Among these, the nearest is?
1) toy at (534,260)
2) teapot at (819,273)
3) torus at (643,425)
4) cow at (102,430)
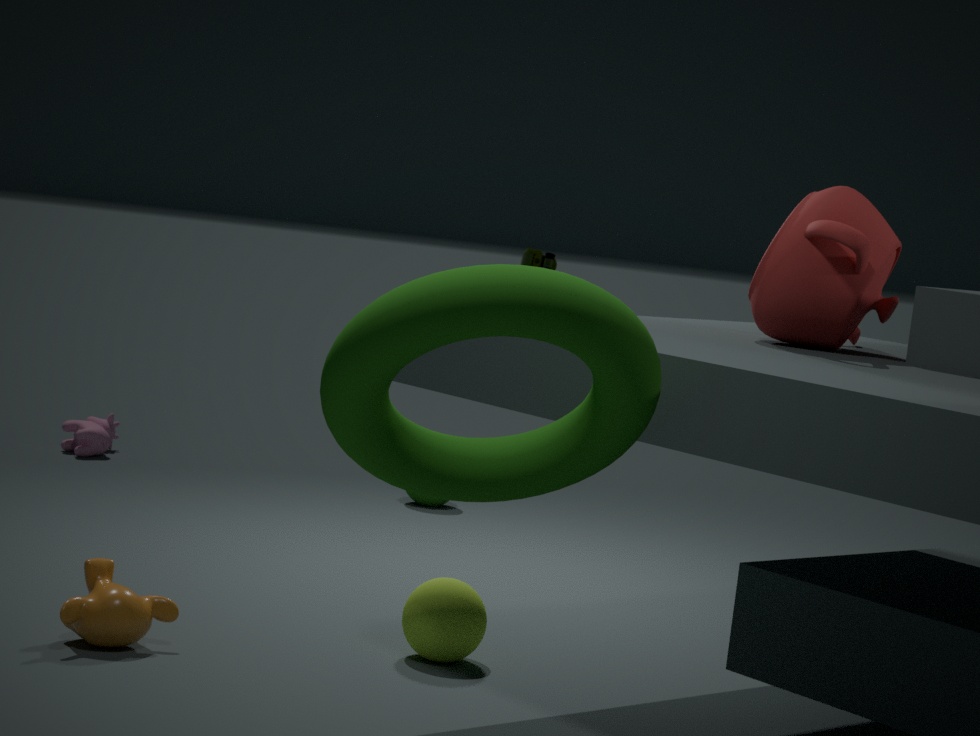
3. torus at (643,425)
